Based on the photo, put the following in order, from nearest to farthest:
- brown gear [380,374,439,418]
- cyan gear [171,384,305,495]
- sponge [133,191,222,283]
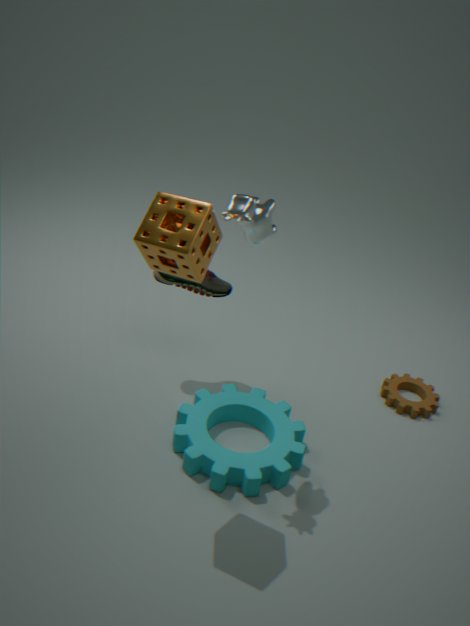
sponge [133,191,222,283] < cyan gear [171,384,305,495] < brown gear [380,374,439,418]
